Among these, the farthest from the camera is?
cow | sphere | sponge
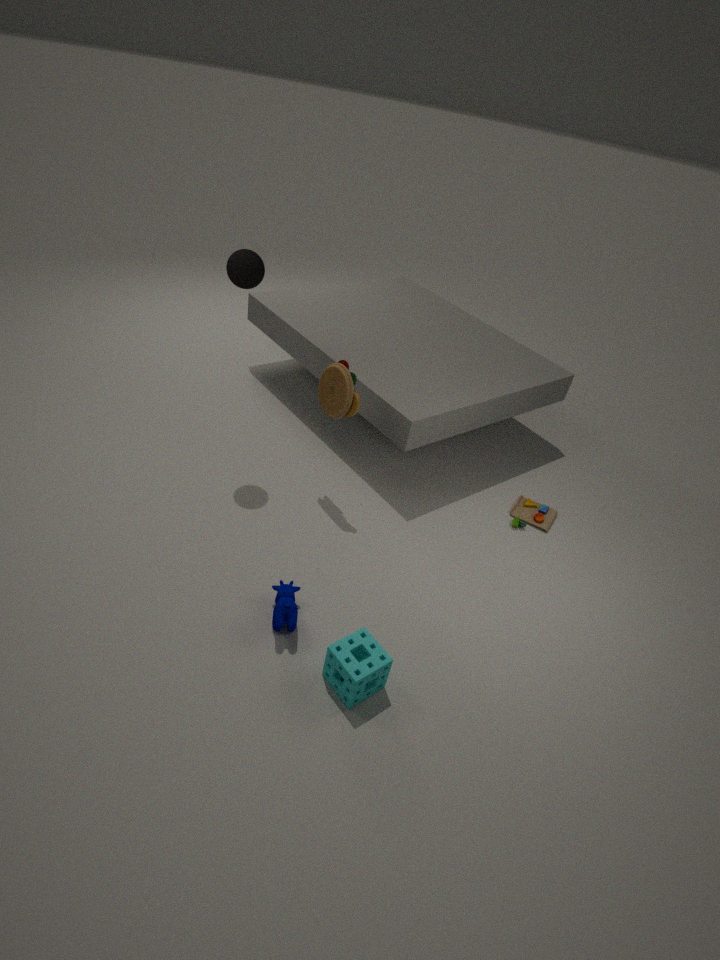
sphere
